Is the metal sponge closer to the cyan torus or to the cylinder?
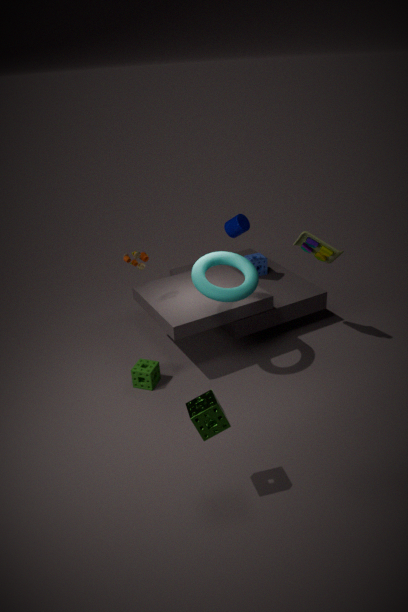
the cyan torus
